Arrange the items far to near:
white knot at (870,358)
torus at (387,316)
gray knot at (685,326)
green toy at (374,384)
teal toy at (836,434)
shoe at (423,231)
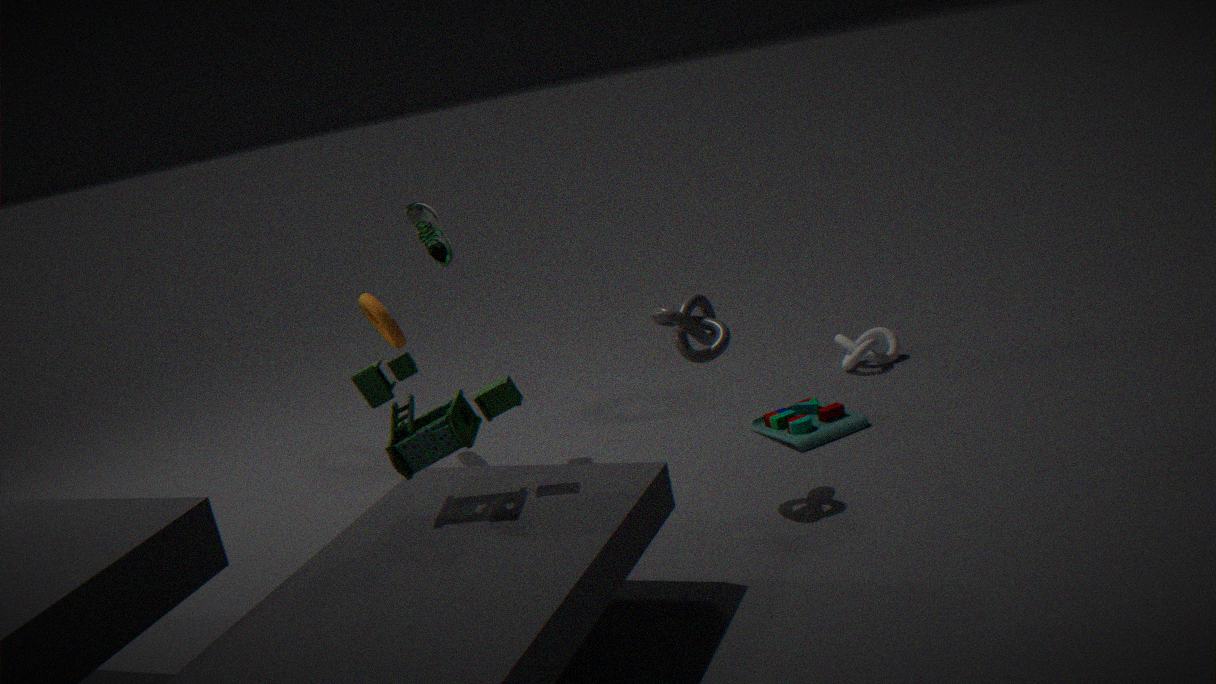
white knot at (870,358) < torus at (387,316) < shoe at (423,231) < teal toy at (836,434) < gray knot at (685,326) < green toy at (374,384)
